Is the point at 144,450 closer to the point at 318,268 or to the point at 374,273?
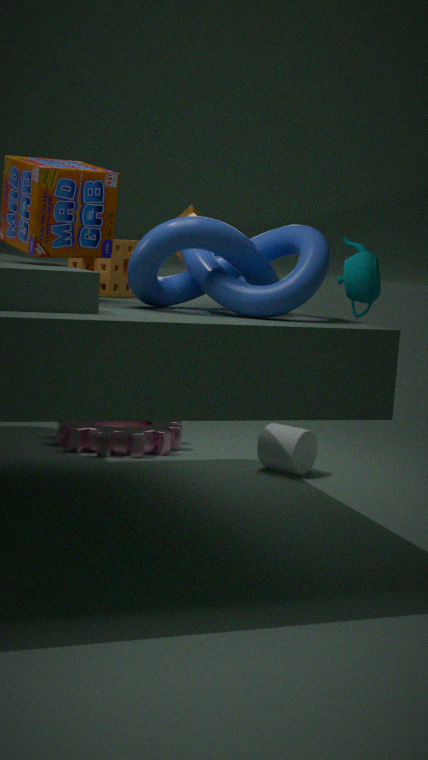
the point at 374,273
